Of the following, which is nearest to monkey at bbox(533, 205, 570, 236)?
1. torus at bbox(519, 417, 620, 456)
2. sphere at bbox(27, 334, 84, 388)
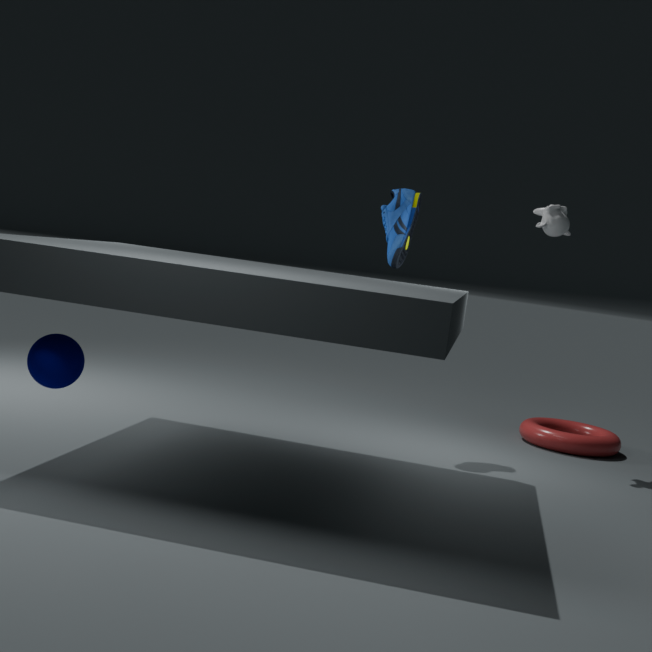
torus at bbox(519, 417, 620, 456)
